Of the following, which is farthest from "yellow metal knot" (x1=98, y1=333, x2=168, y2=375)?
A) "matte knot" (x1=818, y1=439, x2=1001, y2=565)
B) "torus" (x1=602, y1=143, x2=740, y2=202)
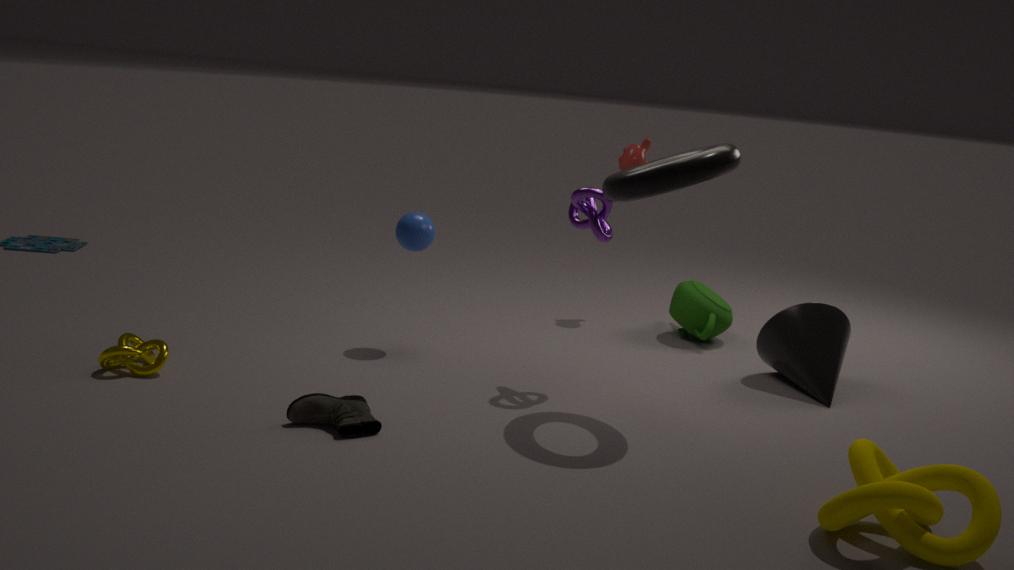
"matte knot" (x1=818, y1=439, x2=1001, y2=565)
